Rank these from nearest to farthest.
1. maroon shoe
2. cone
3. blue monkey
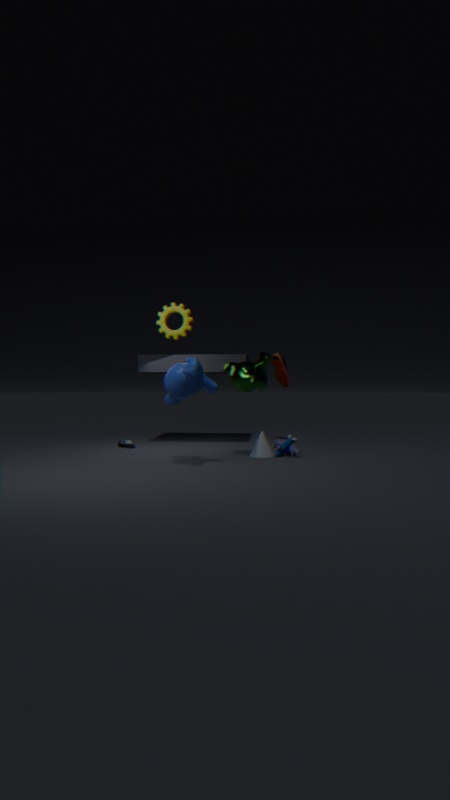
1. blue monkey
2. cone
3. maroon shoe
